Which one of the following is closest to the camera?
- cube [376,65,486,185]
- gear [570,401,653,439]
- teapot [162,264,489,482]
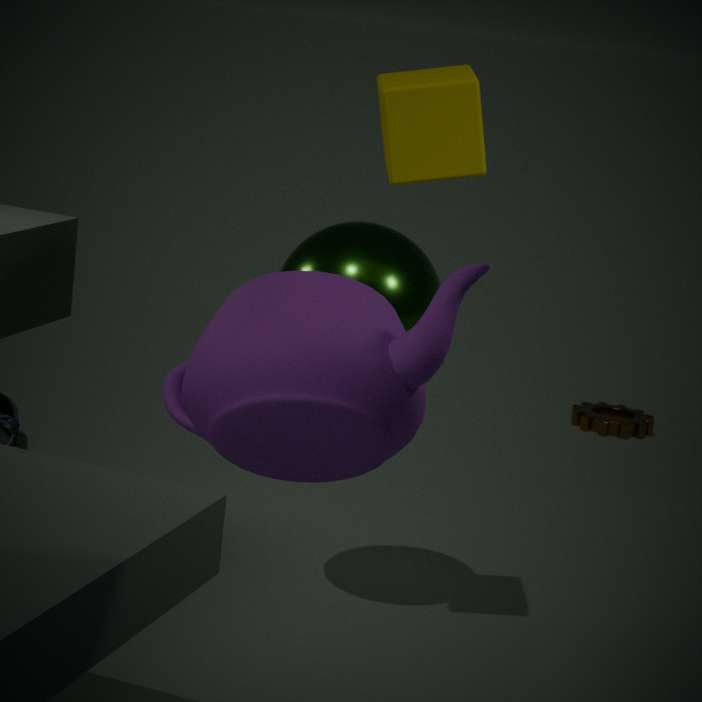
teapot [162,264,489,482]
